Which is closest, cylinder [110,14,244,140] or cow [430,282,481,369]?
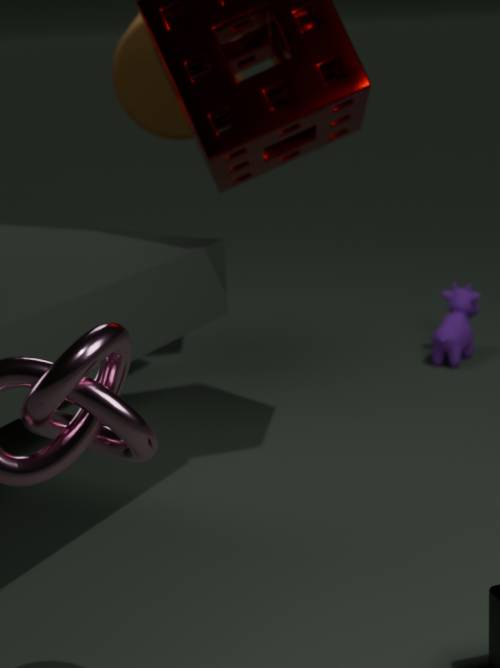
cylinder [110,14,244,140]
